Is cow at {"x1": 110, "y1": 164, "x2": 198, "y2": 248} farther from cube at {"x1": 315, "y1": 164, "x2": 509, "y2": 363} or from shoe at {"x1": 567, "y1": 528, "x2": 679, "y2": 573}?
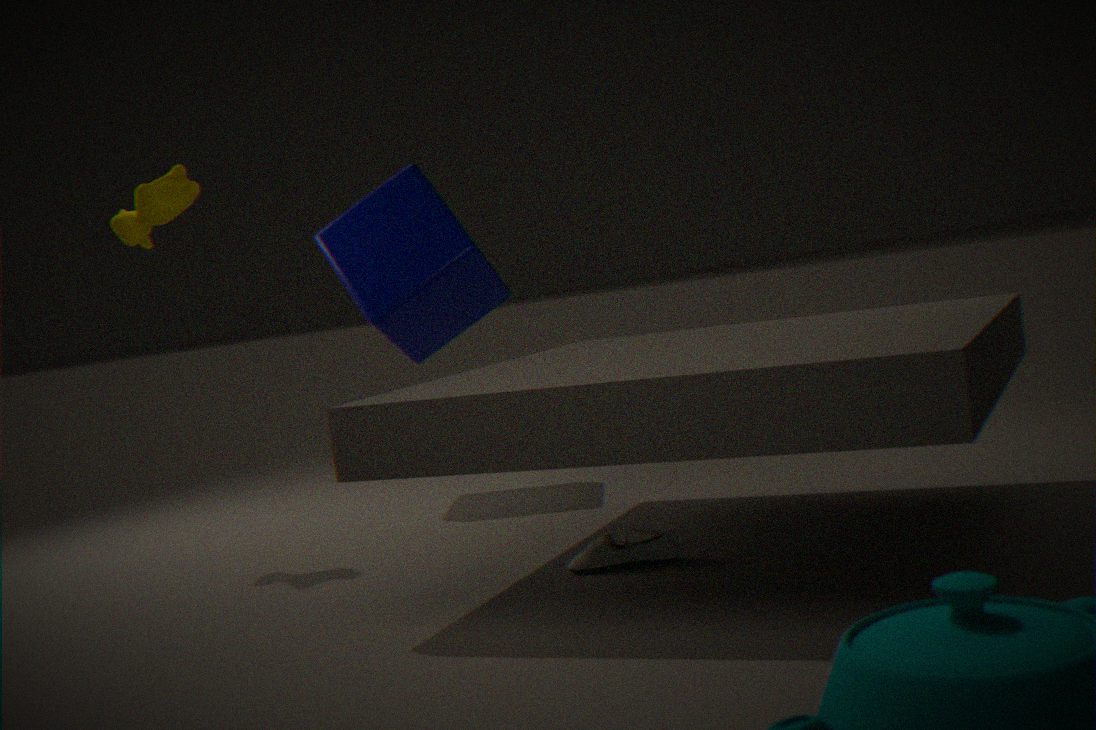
shoe at {"x1": 567, "y1": 528, "x2": 679, "y2": 573}
